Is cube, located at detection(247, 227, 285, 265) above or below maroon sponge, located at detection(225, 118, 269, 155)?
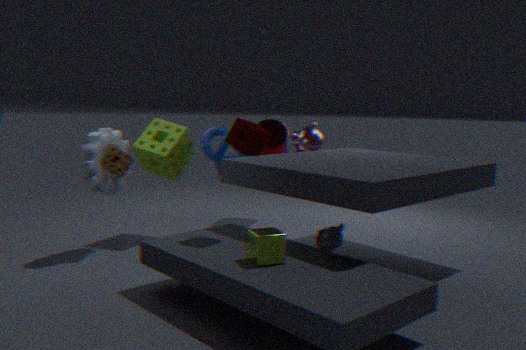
below
